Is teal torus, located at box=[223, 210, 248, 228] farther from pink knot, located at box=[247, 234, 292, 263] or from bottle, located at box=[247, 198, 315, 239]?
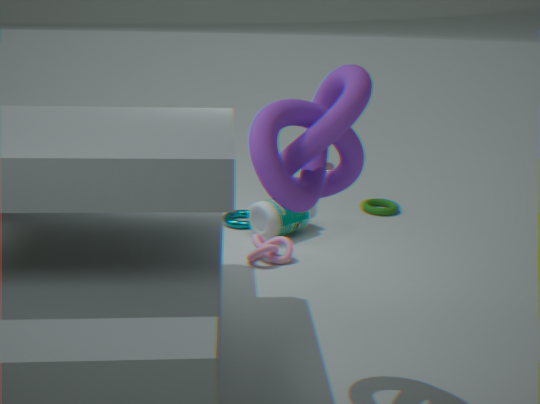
pink knot, located at box=[247, 234, 292, 263]
